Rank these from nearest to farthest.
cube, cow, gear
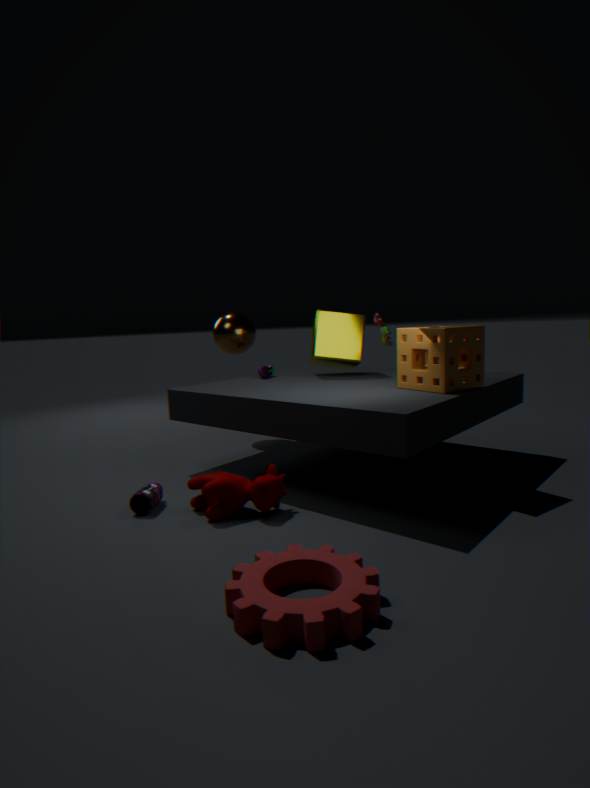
gear
cow
cube
